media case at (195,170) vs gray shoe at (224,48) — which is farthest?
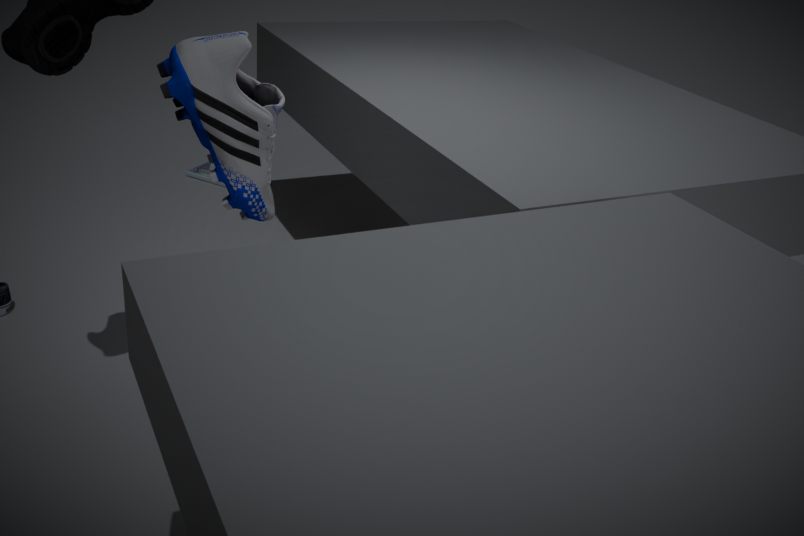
media case at (195,170)
